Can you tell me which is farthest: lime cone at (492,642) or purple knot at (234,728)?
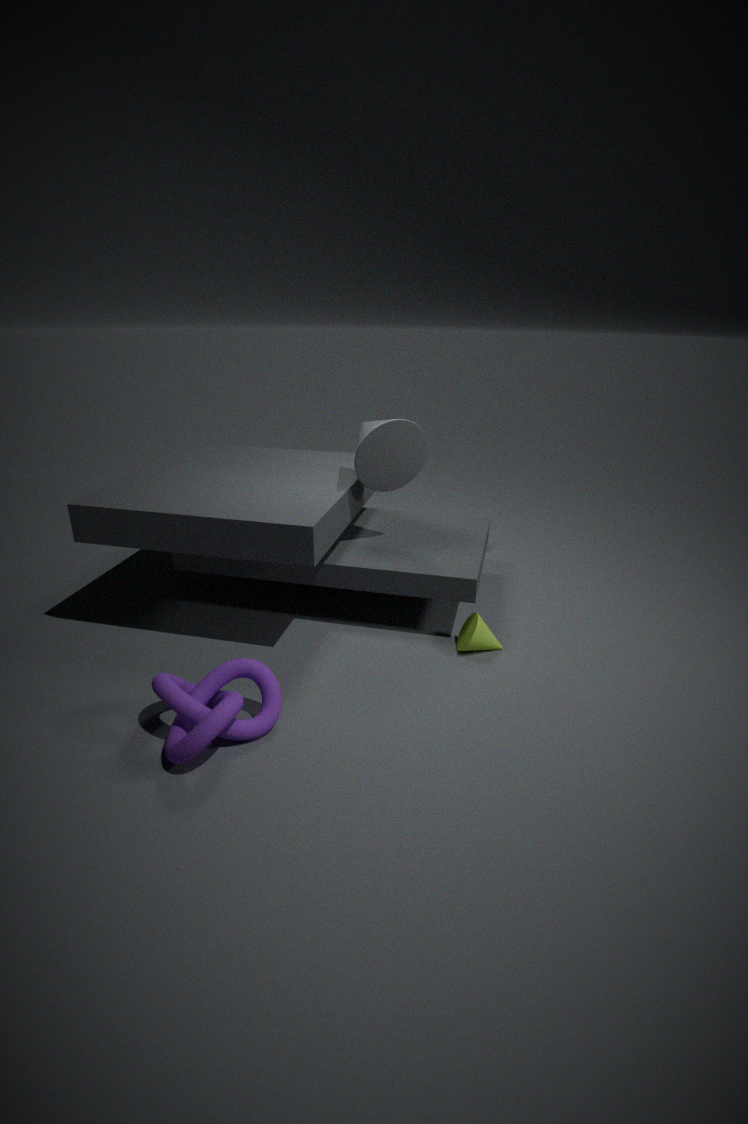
lime cone at (492,642)
